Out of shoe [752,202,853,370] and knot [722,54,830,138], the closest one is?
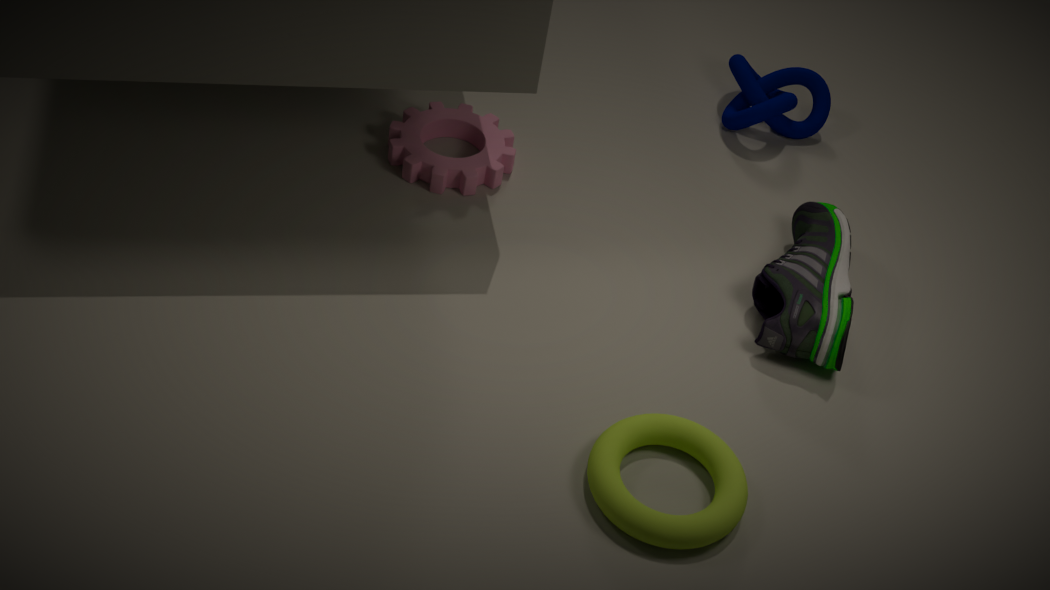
shoe [752,202,853,370]
